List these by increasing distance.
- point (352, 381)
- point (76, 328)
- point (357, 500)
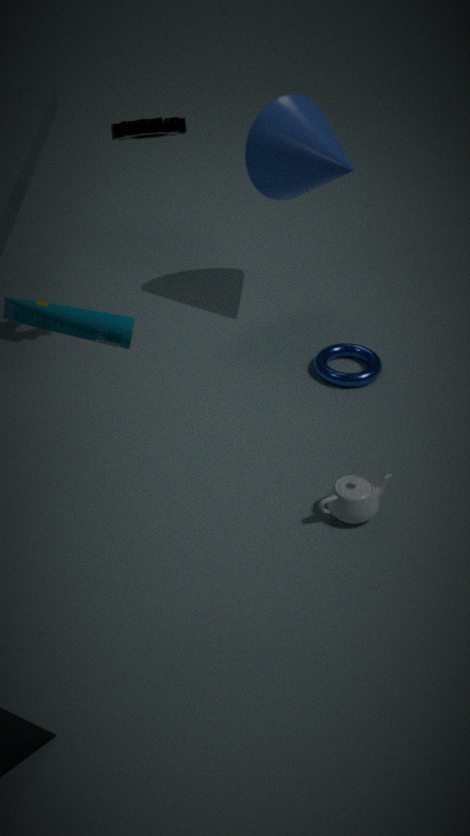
1. point (76, 328)
2. point (357, 500)
3. point (352, 381)
